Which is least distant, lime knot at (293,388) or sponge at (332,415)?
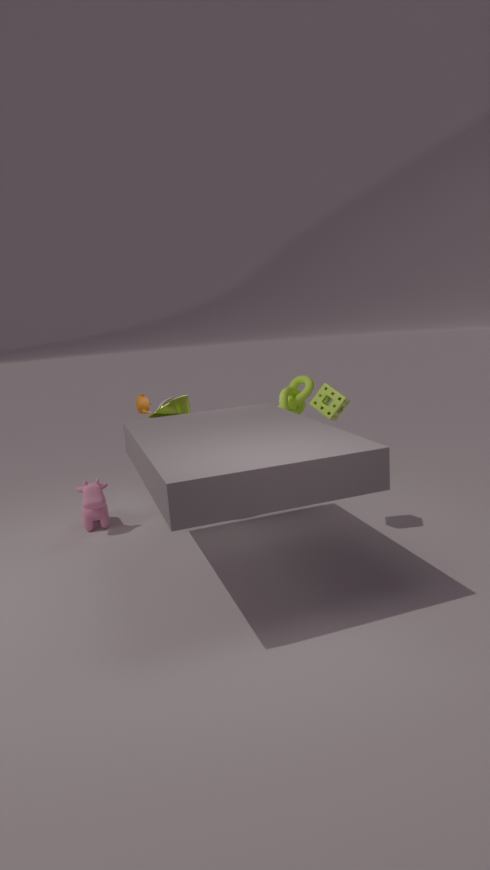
sponge at (332,415)
